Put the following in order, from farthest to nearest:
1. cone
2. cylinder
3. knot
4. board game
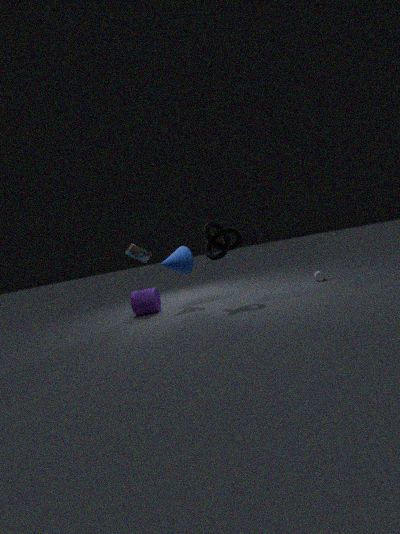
board game
cylinder
cone
knot
